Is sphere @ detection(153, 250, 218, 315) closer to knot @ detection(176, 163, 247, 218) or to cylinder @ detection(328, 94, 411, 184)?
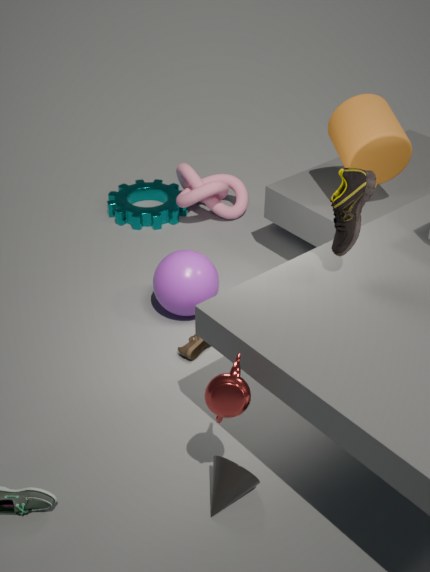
knot @ detection(176, 163, 247, 218)
